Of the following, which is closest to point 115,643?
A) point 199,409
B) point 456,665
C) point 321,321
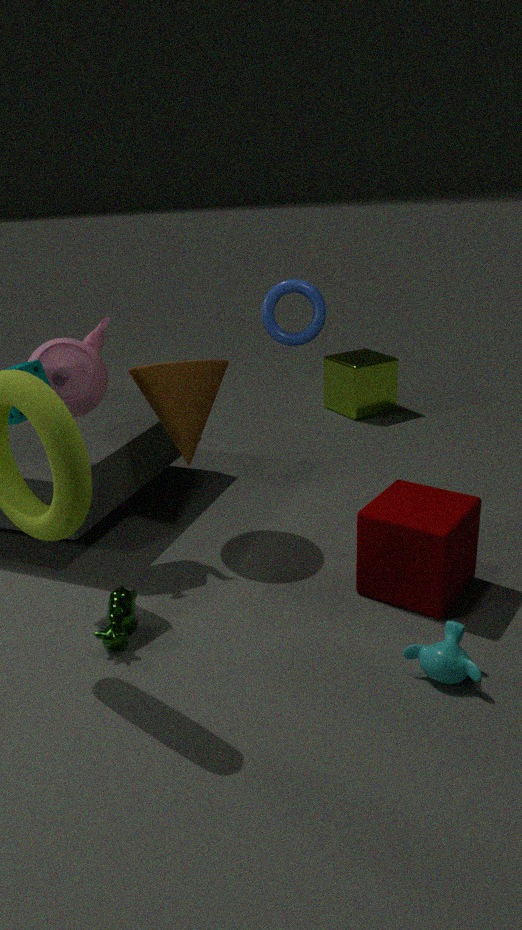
point 199,409
